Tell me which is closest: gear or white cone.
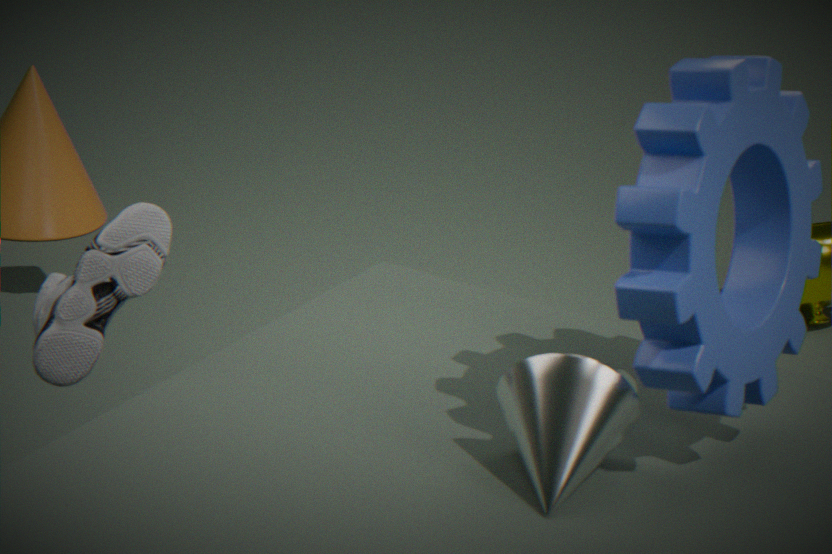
gear
